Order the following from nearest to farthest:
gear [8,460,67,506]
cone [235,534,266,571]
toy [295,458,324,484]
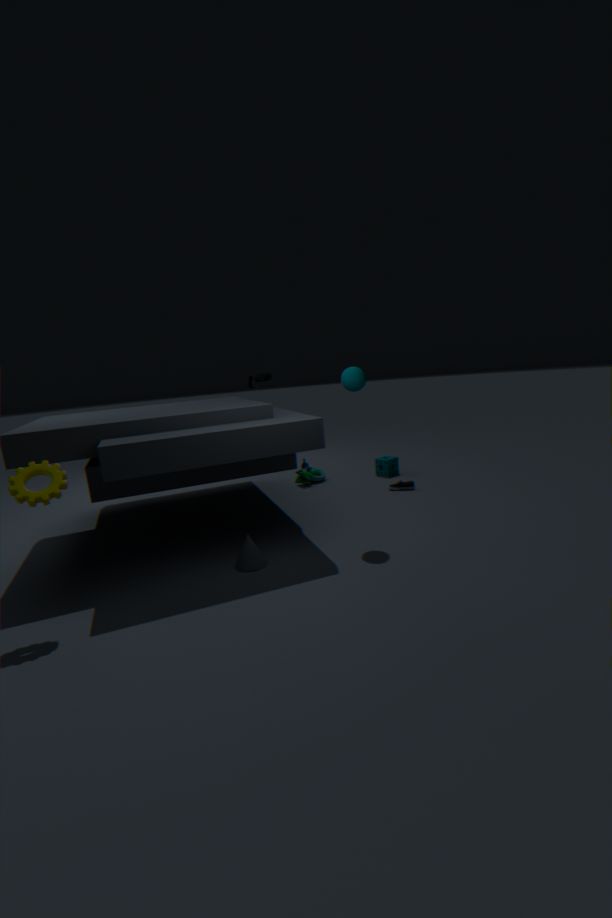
gear [8,460,67,506]
cone [235,534,266,571]
toy [295,458,324,484]
